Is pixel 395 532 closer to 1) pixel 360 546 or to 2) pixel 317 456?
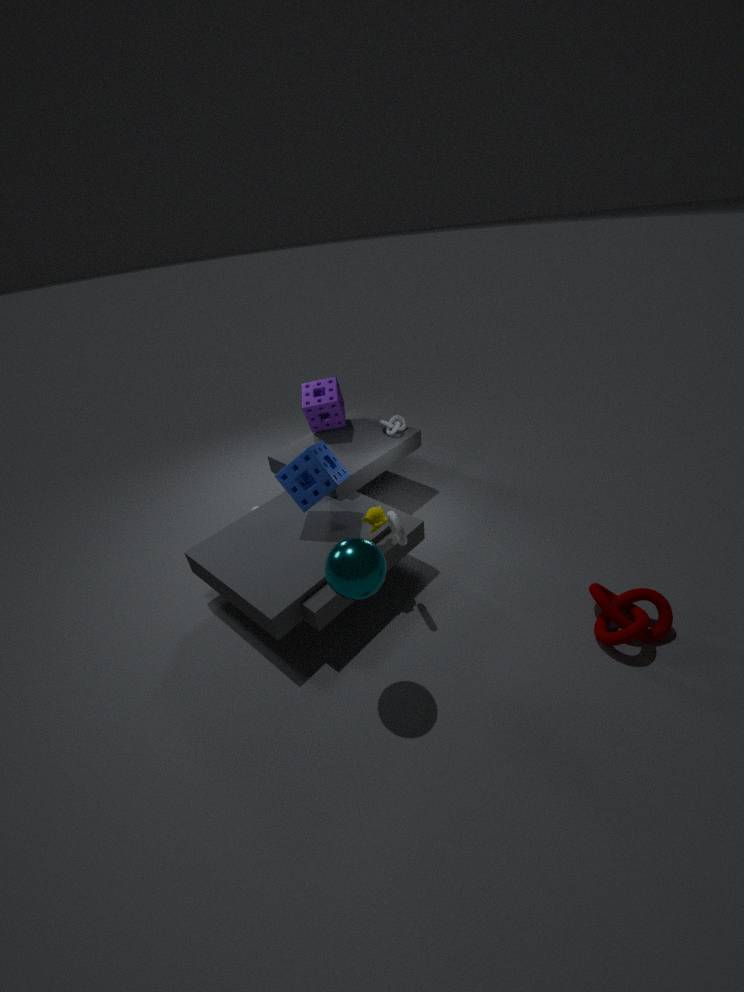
1) pixel 360 546
